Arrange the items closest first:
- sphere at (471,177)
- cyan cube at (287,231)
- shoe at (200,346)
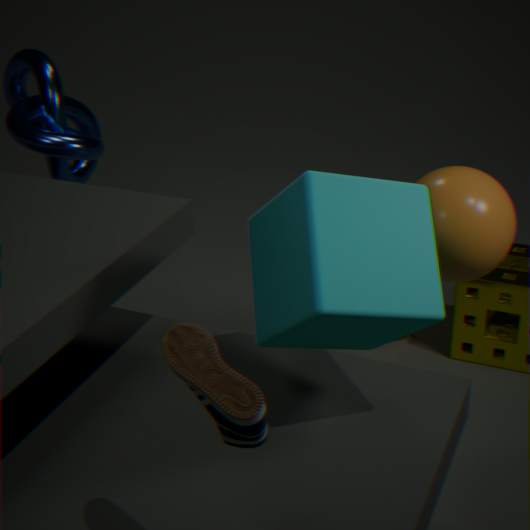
1. shoe at (200,346)
2. cyan cube at (287,231)
3. sphere at (471,177)
